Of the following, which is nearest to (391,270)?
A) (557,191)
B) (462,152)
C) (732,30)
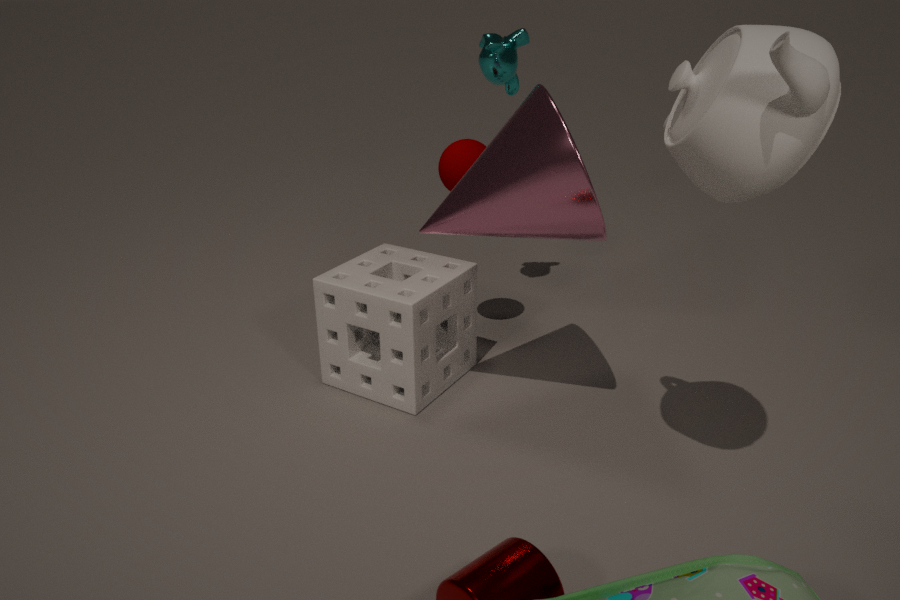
(462,152)
